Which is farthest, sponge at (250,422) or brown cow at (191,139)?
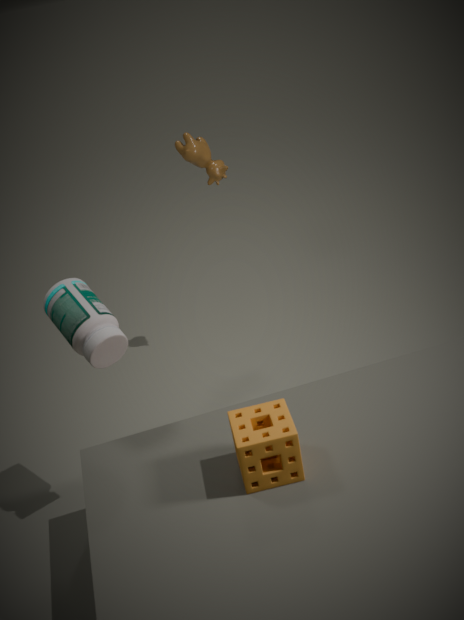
brown cow at (191,139)
